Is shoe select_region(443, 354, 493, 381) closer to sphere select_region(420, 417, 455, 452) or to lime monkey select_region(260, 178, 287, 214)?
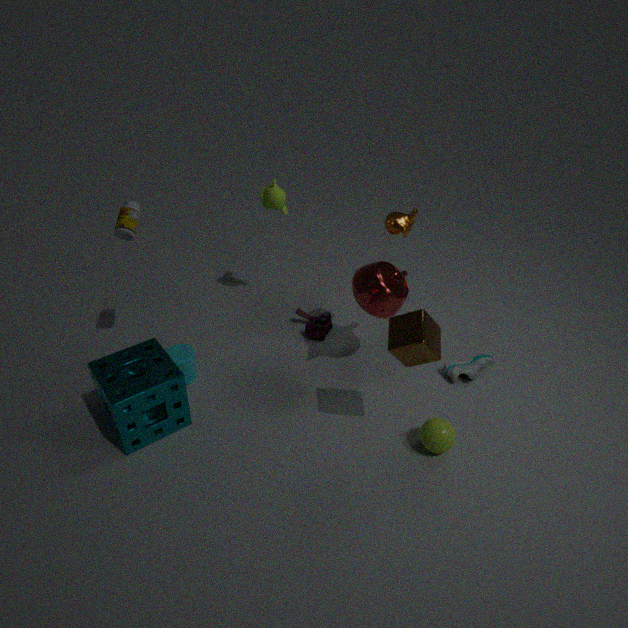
sphere select_region(420, 417, 455, 452)
